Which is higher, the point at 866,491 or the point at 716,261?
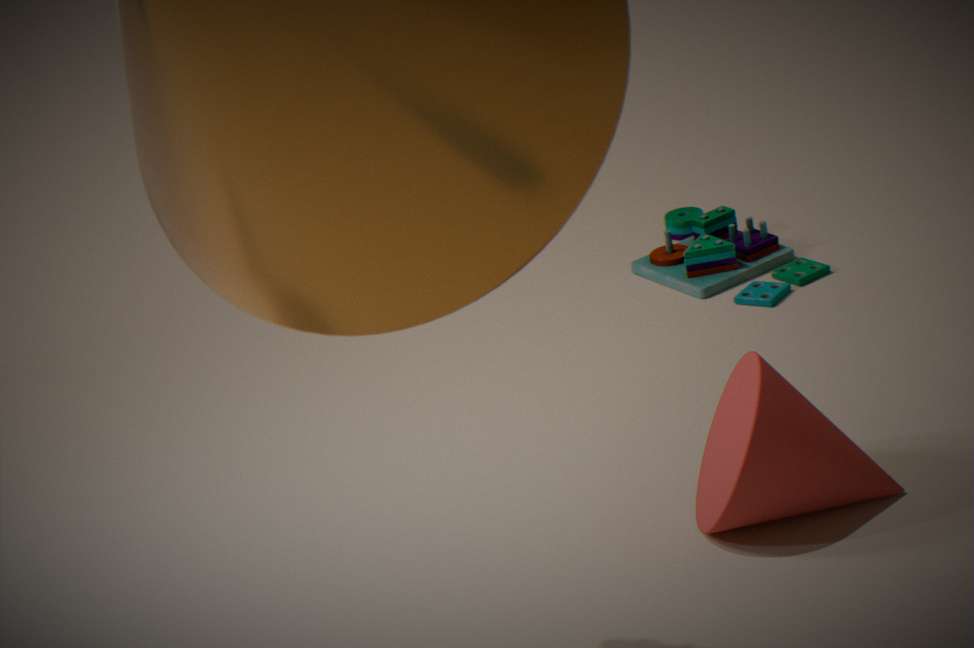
the point at 866,491
